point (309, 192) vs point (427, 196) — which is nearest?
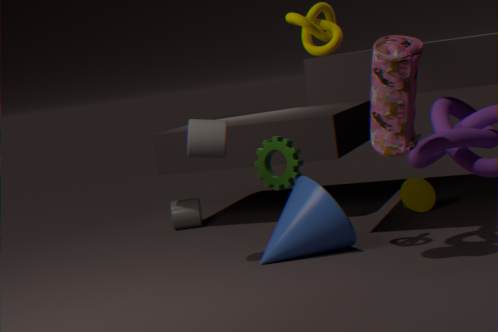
point (309, 192)
